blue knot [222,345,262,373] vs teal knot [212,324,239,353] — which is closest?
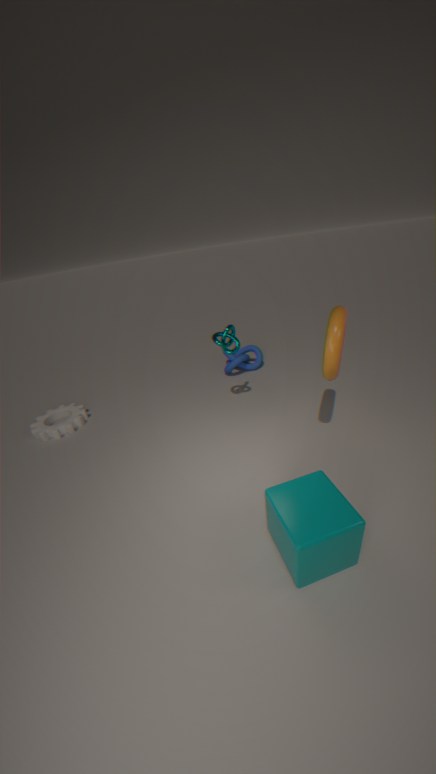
teal knot [212,324,239,353]
